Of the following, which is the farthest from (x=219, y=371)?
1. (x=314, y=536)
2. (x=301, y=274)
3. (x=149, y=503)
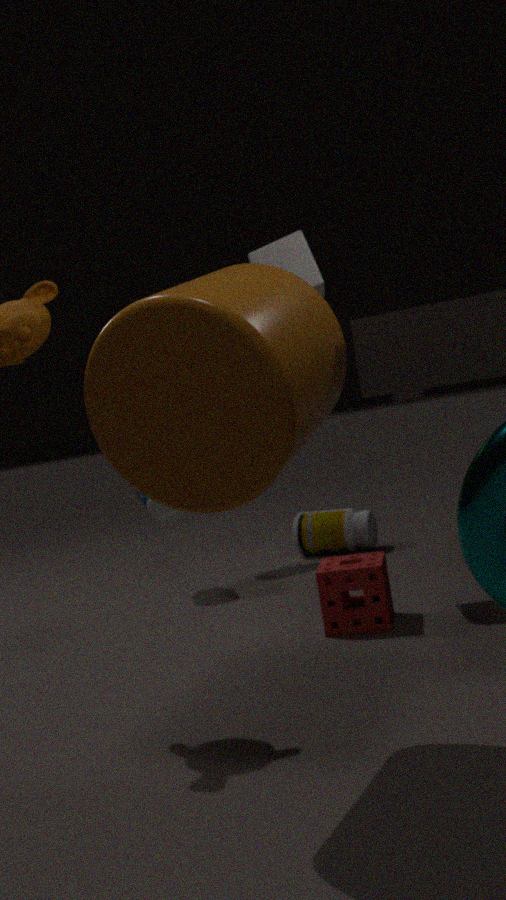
(x=314, y=536)
